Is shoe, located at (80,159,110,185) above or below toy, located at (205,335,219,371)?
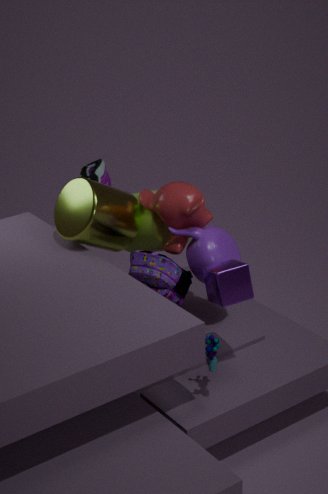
above
